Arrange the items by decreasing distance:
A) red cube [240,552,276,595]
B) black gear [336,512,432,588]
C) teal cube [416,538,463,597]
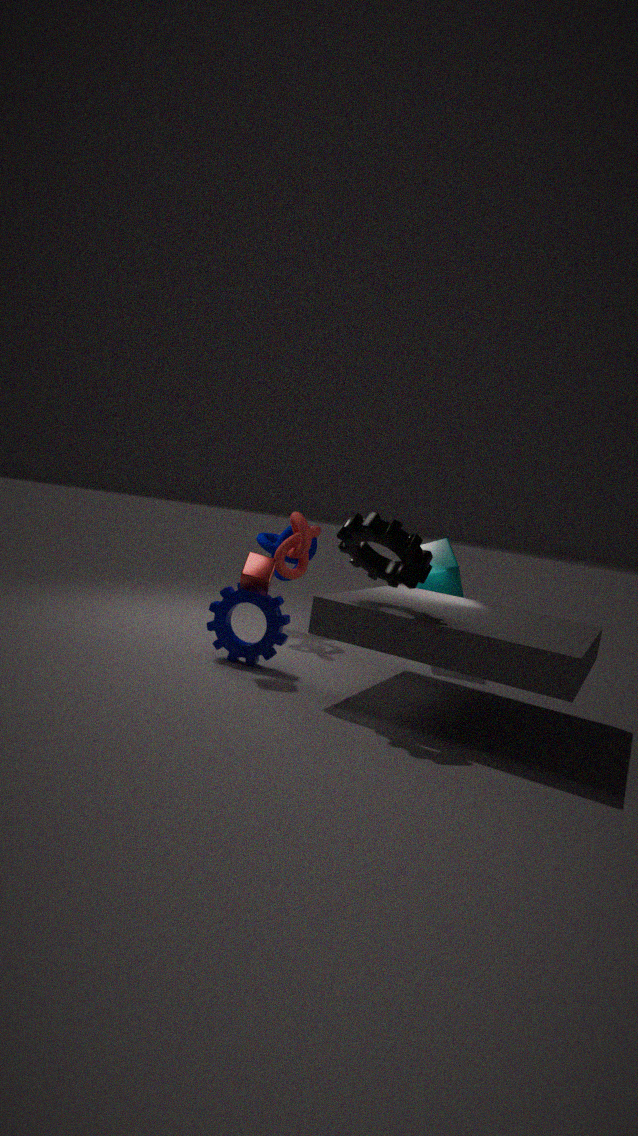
teal cube [416,538,463,597], red cube [240,552,276,595], black gear [336,512,432,588]
